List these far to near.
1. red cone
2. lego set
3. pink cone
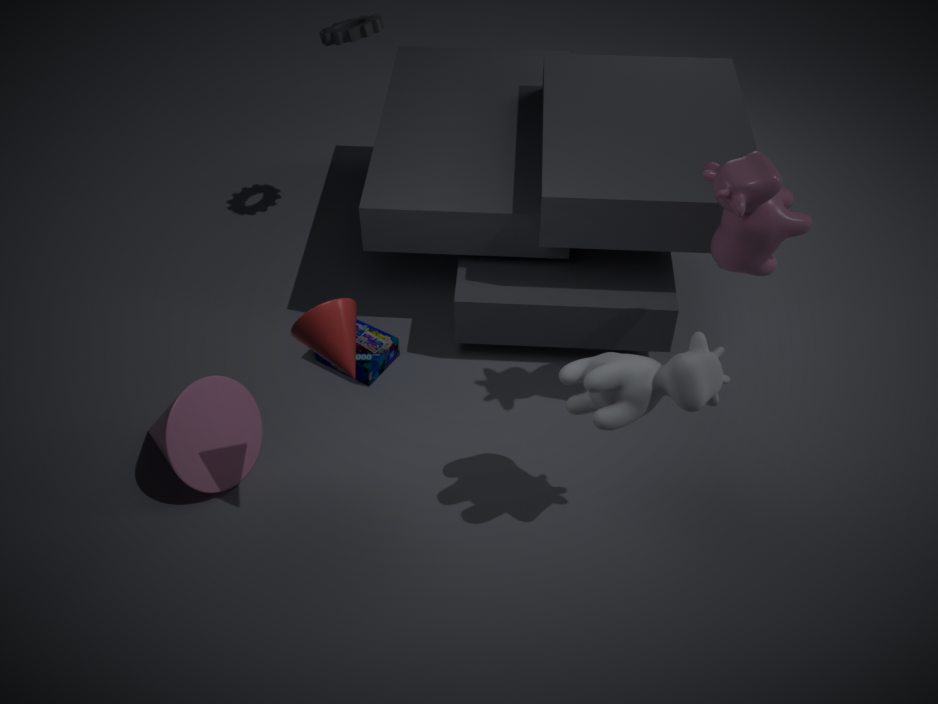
lego set
pink cone
red cone
